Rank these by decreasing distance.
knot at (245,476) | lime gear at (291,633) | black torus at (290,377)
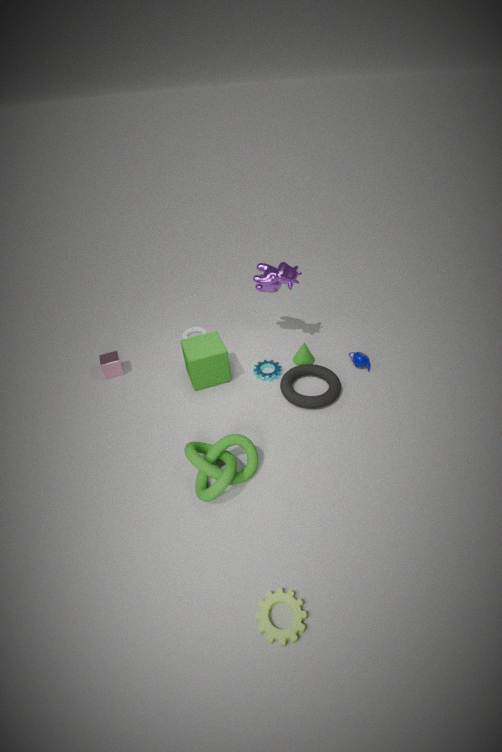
1. black torus at (290,377)
2. knot at (245,476)
3. lime gear at (291,633)
